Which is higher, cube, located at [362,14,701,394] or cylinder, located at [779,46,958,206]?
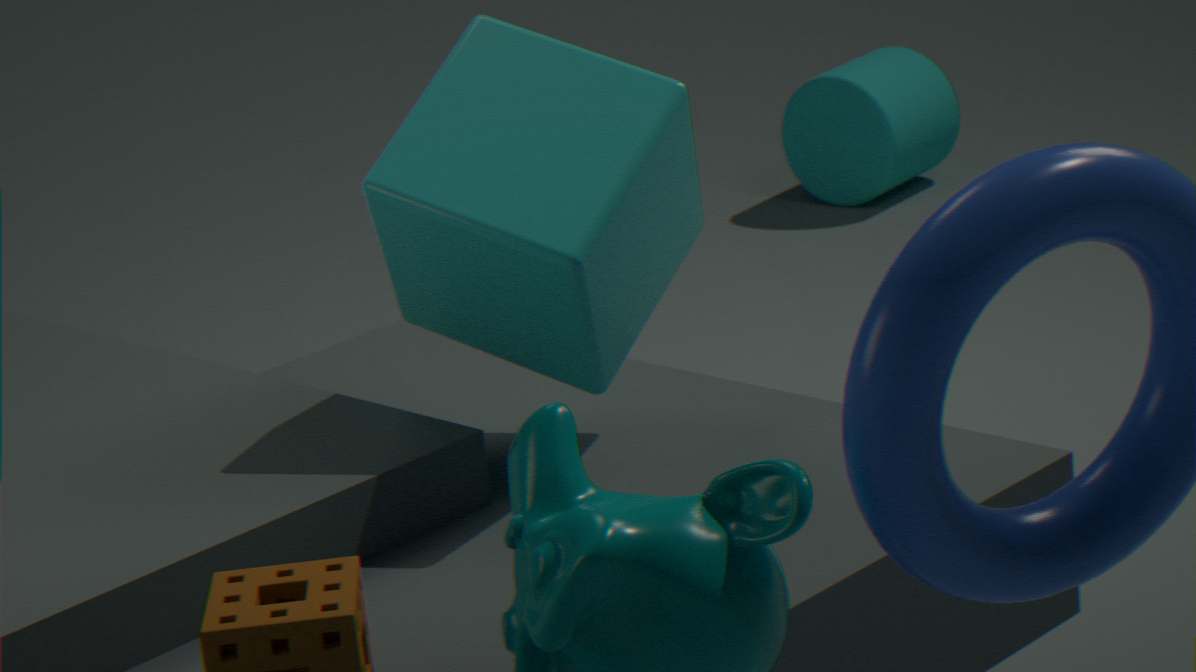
cube, located at [362,14,701,394]
